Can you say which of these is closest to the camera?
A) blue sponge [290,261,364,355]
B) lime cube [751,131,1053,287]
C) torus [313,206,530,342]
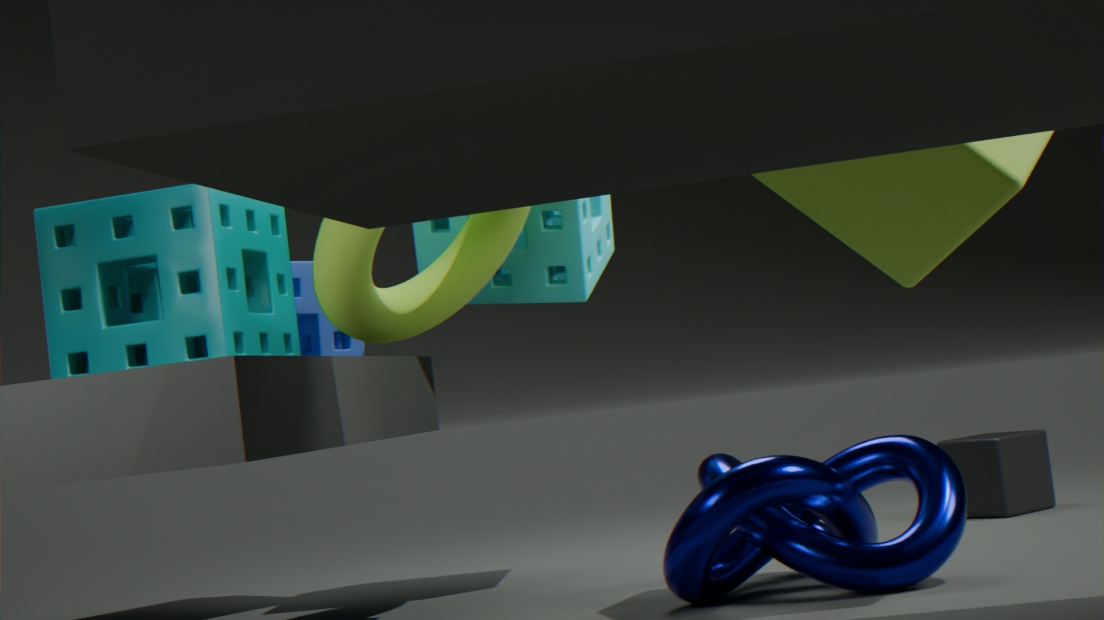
lime cube [751,131,1053,287]
